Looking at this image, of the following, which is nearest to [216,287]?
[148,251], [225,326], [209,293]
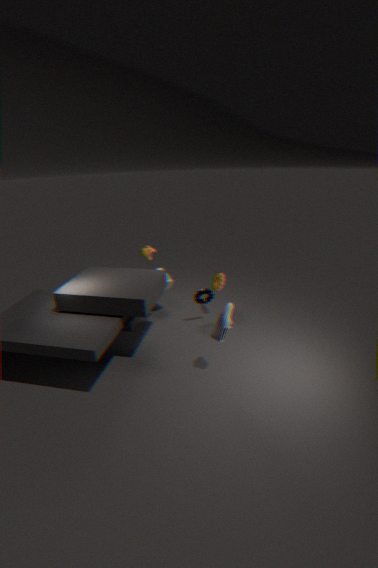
[209,293]
